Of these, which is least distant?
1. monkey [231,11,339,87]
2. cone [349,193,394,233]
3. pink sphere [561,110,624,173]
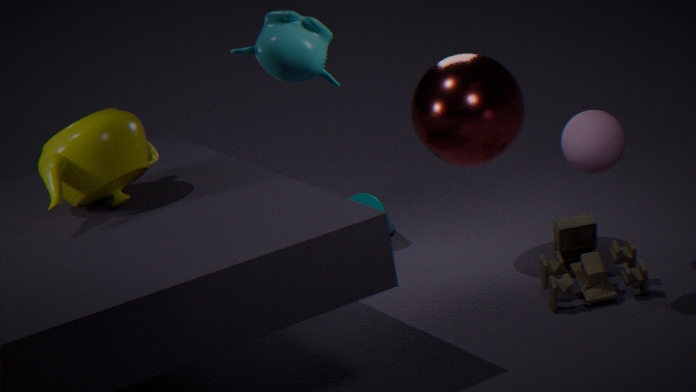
monkey [231,11,339,87]
